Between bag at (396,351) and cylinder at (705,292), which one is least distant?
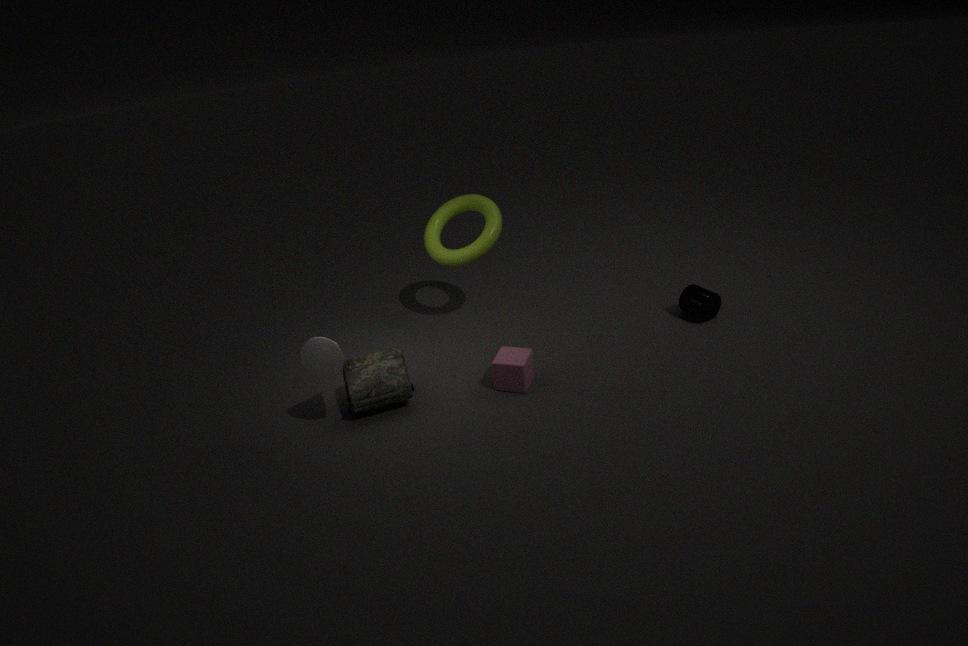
bag at (396,351)
